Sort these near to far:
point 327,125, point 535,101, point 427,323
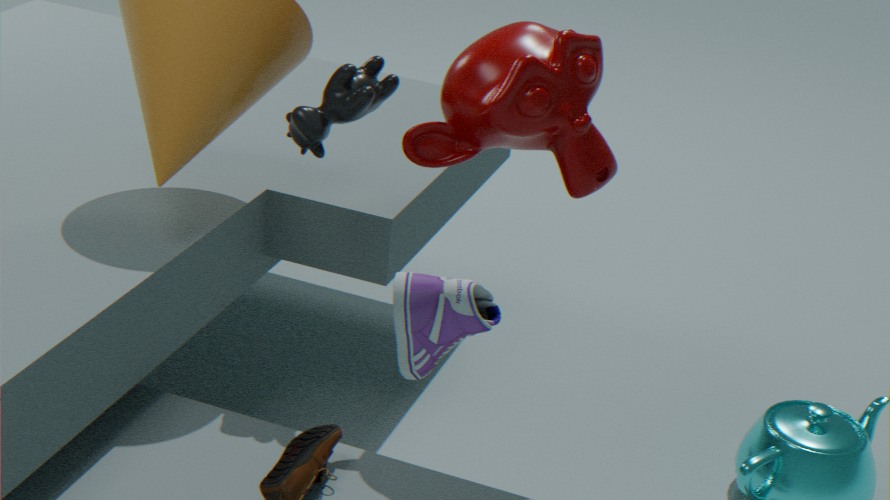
1. point 427,323
2. point 535,101
3. point 327,125
